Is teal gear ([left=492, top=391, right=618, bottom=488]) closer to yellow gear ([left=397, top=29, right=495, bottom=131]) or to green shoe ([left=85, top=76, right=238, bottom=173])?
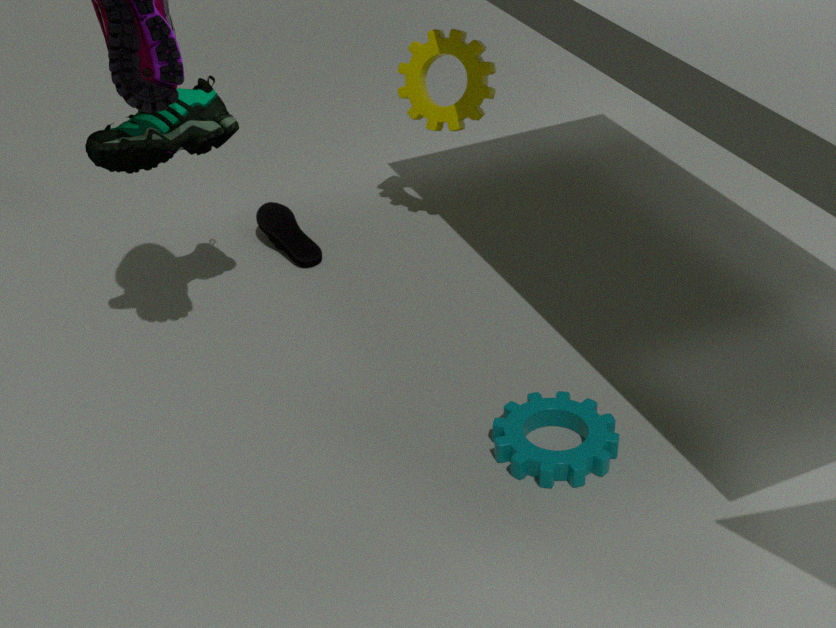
yellow gear ([left=397, top=29, right=495, bottom=131])
